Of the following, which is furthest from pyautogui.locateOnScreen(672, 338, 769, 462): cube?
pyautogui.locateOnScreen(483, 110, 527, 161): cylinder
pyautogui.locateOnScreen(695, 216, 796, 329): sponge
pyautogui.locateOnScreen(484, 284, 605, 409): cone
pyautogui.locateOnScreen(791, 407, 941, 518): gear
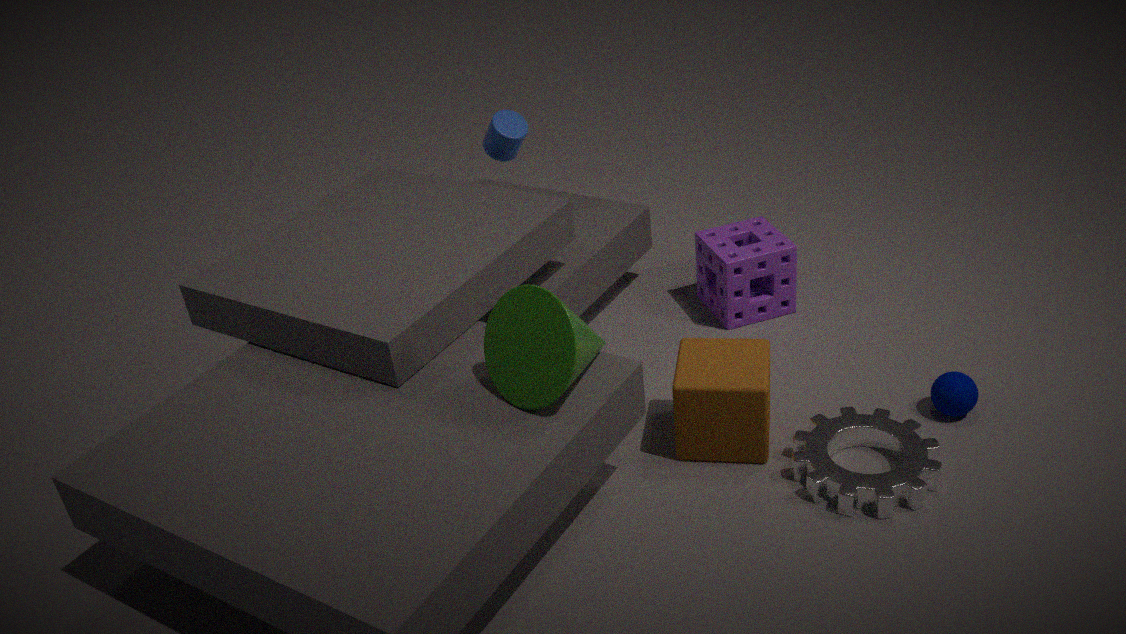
pyautogui.locateOnScreen(483, 110, 527, 161): cylinder
